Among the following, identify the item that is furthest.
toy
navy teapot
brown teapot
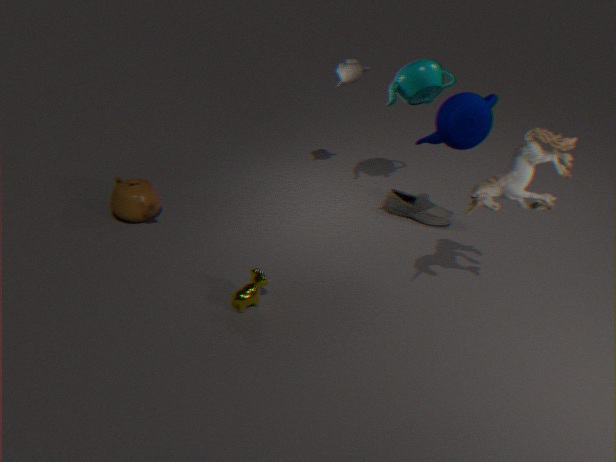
brown teapot
